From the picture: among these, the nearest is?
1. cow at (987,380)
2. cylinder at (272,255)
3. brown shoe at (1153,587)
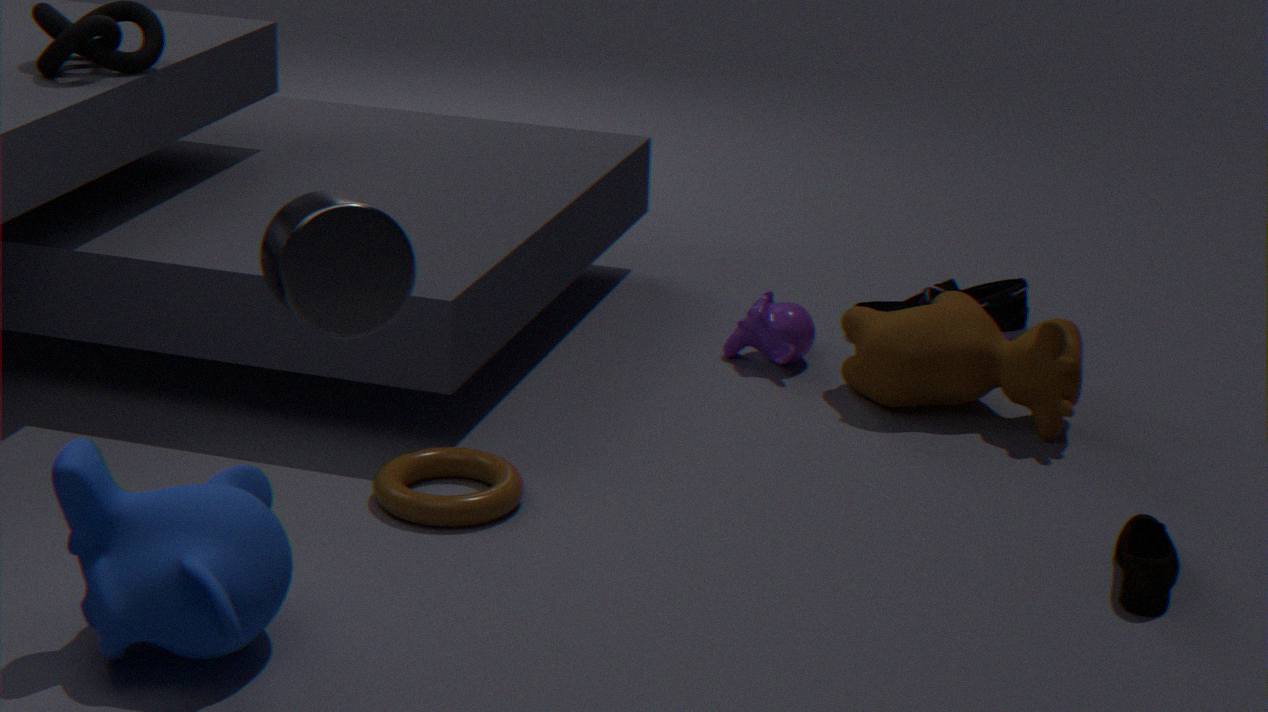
cylinder at (272,255)
